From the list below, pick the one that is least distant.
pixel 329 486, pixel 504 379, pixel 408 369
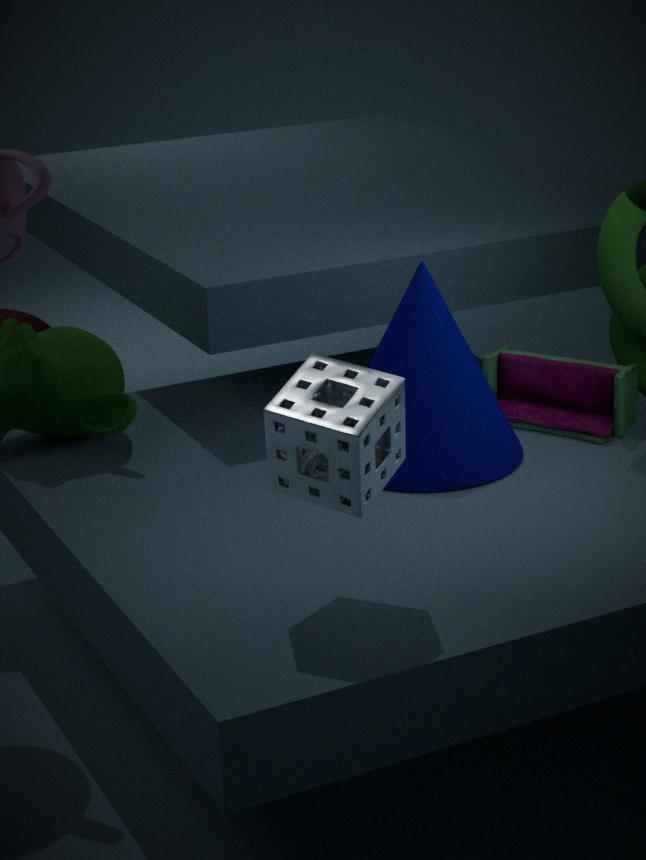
pixel 329 486
